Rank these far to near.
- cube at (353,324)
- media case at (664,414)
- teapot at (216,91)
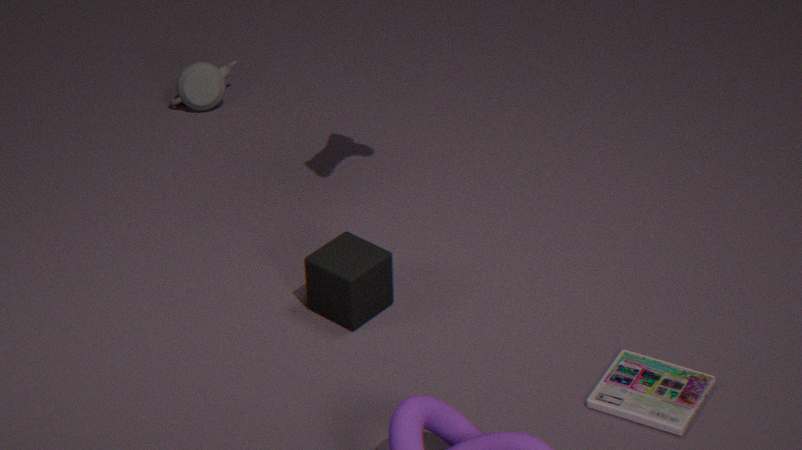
teapot at (216,91) → cube at (353,324) → media case at (664,414)
